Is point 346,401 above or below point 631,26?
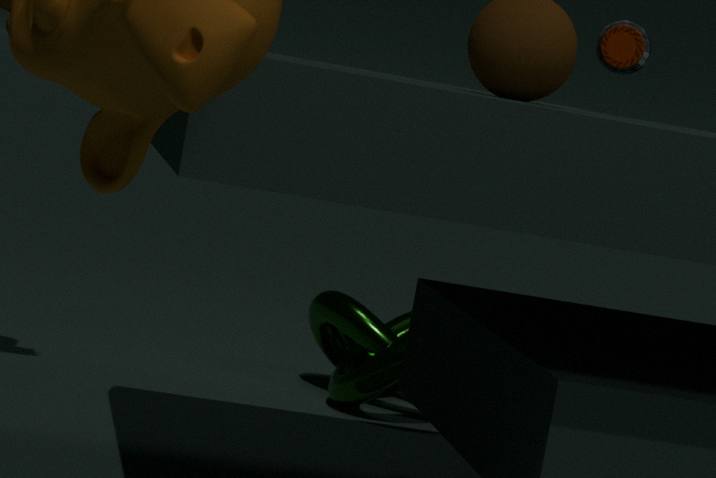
below
